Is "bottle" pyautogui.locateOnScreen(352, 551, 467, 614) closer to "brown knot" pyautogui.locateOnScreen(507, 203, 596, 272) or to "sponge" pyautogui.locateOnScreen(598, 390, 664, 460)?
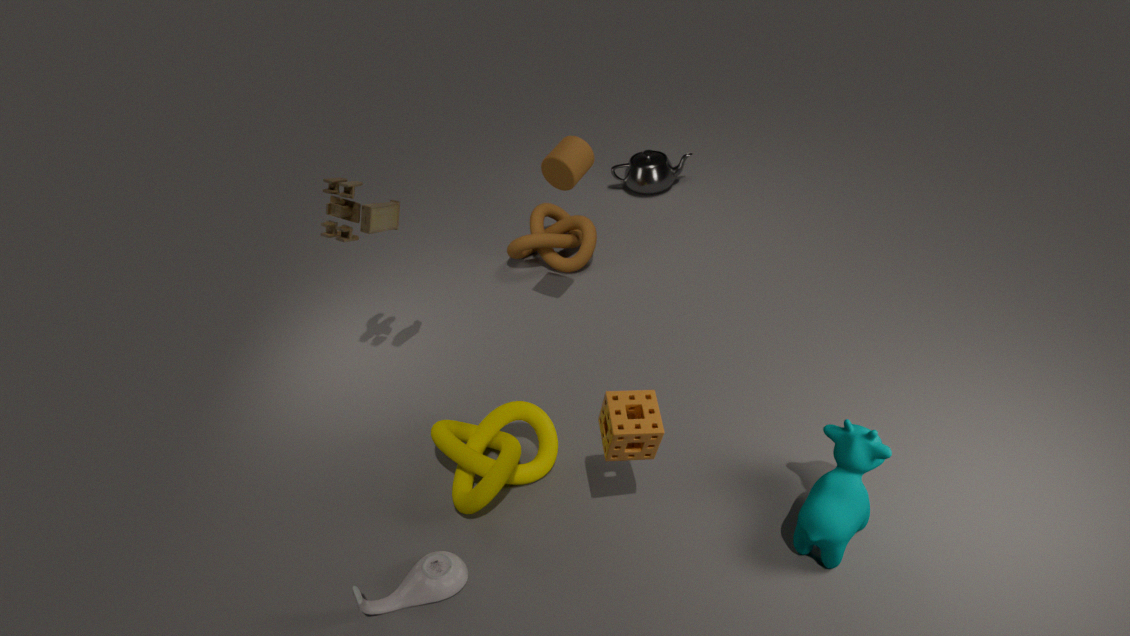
"sponge" pyautogui.locateOnScreen(598, 390, 664, 460)
